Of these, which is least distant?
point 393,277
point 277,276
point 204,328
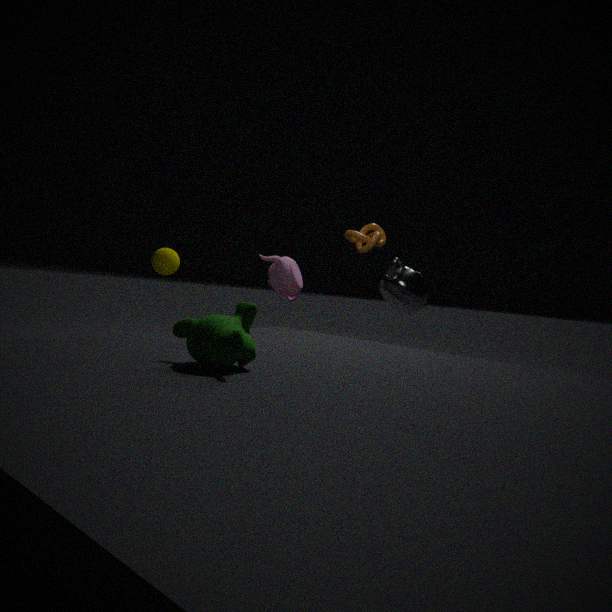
point 204,328
